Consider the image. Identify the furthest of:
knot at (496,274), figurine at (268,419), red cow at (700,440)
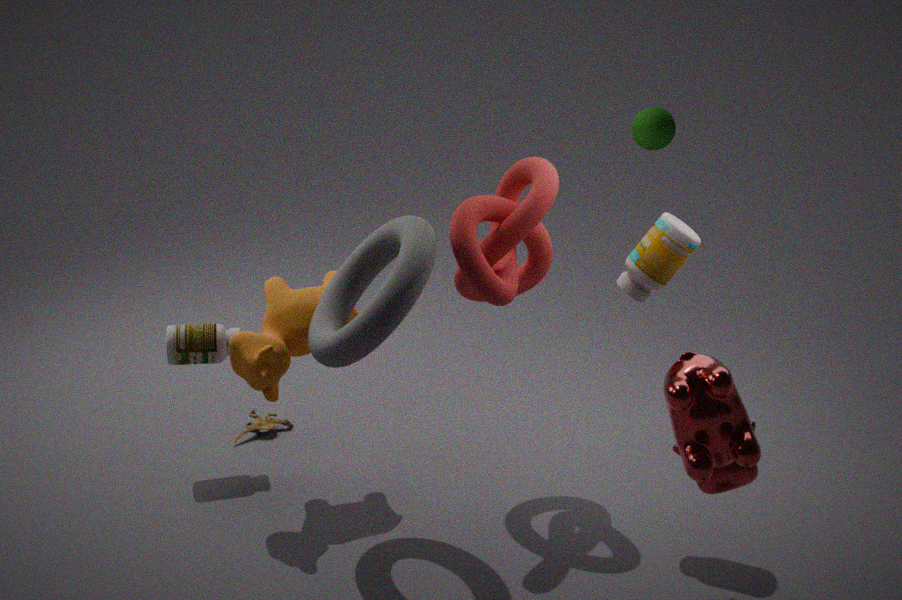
figurine at (268,419)
